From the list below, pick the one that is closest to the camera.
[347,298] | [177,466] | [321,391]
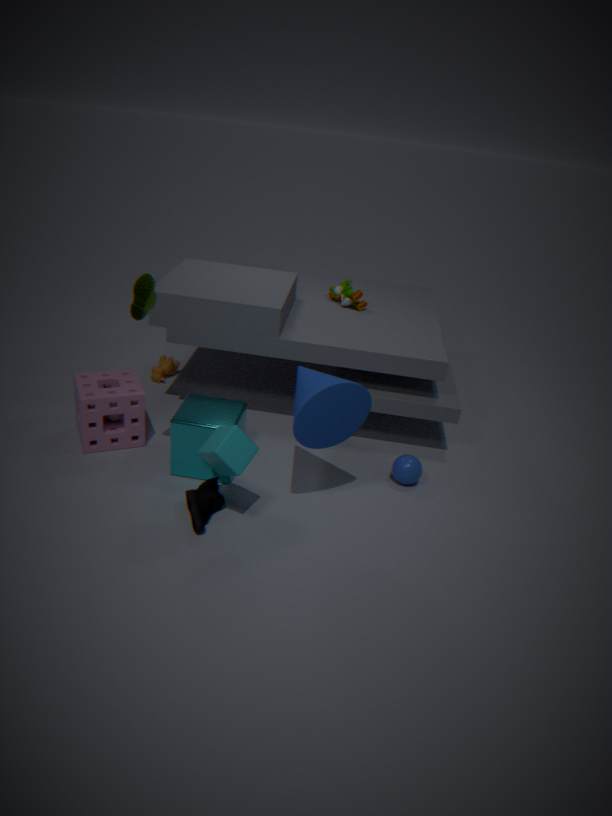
[321,391]
